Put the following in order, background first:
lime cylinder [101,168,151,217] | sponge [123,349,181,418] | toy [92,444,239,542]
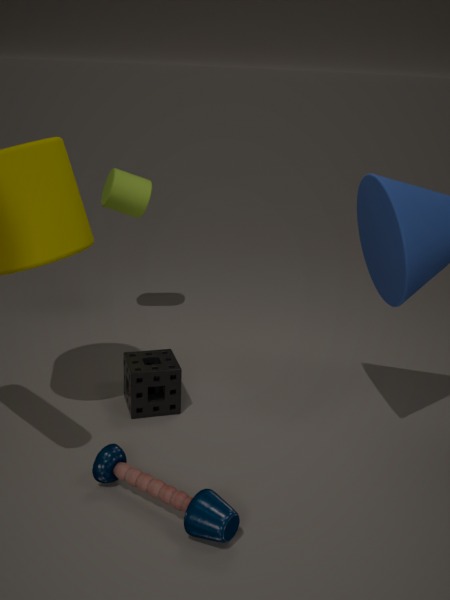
lime cylinder [101,168,151,217] → sponge [123,349,181,418] → toy [92,444,239,542]
